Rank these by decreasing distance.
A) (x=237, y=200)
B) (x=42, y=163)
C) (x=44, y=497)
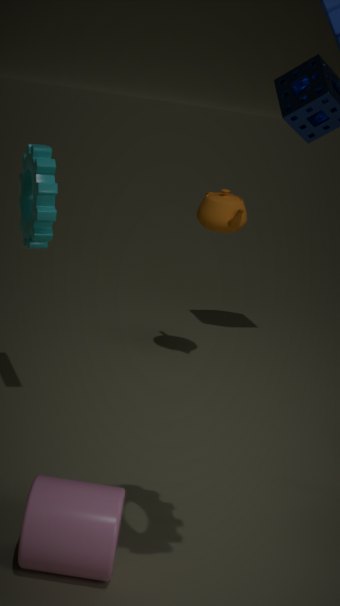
(x=237, y=200) < (x=42, y=163) < (x=44, y=497)
